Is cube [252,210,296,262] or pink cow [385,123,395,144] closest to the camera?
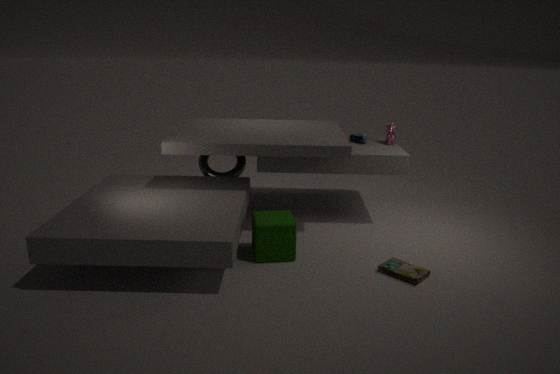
cube [252,210,296,262]
